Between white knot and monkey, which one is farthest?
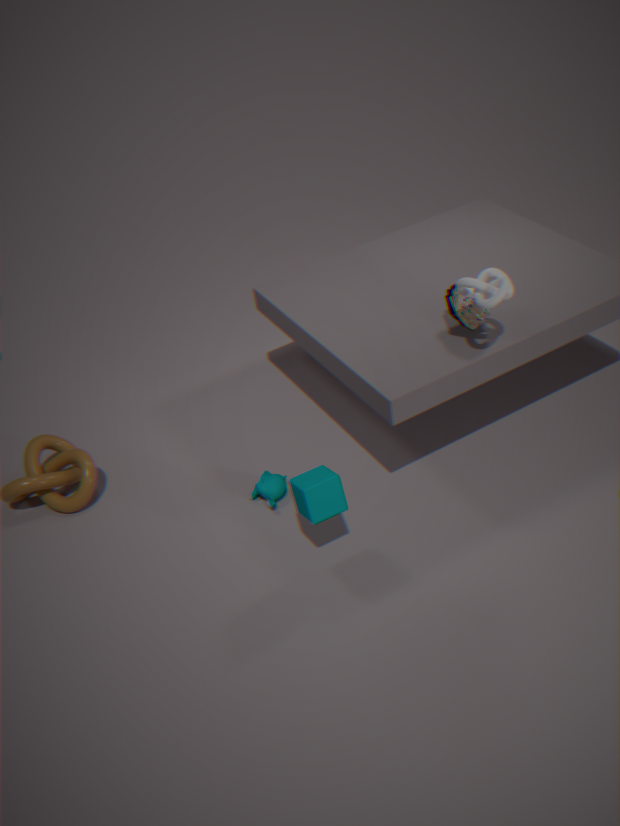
monkey
